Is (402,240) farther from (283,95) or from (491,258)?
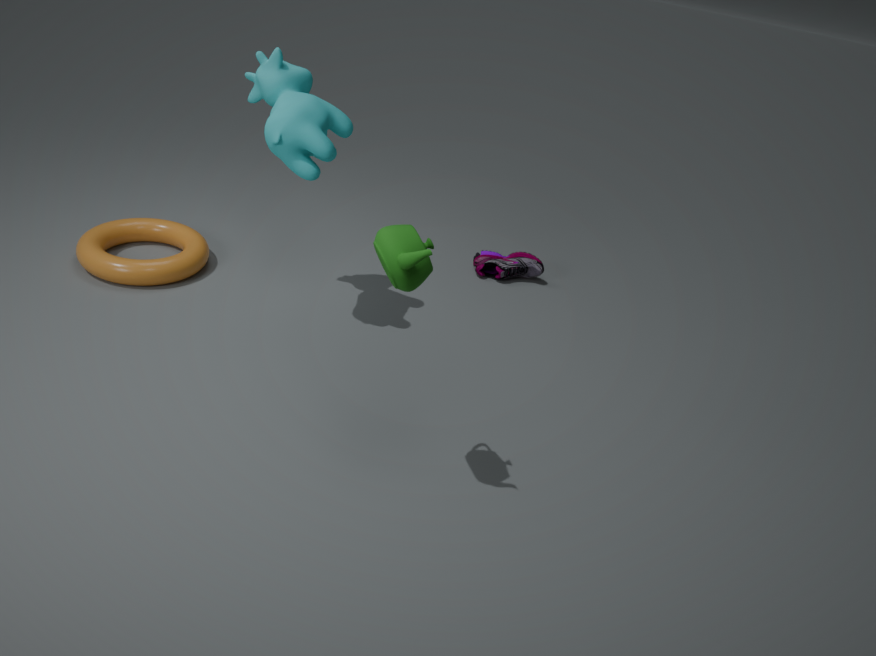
(491,258)
